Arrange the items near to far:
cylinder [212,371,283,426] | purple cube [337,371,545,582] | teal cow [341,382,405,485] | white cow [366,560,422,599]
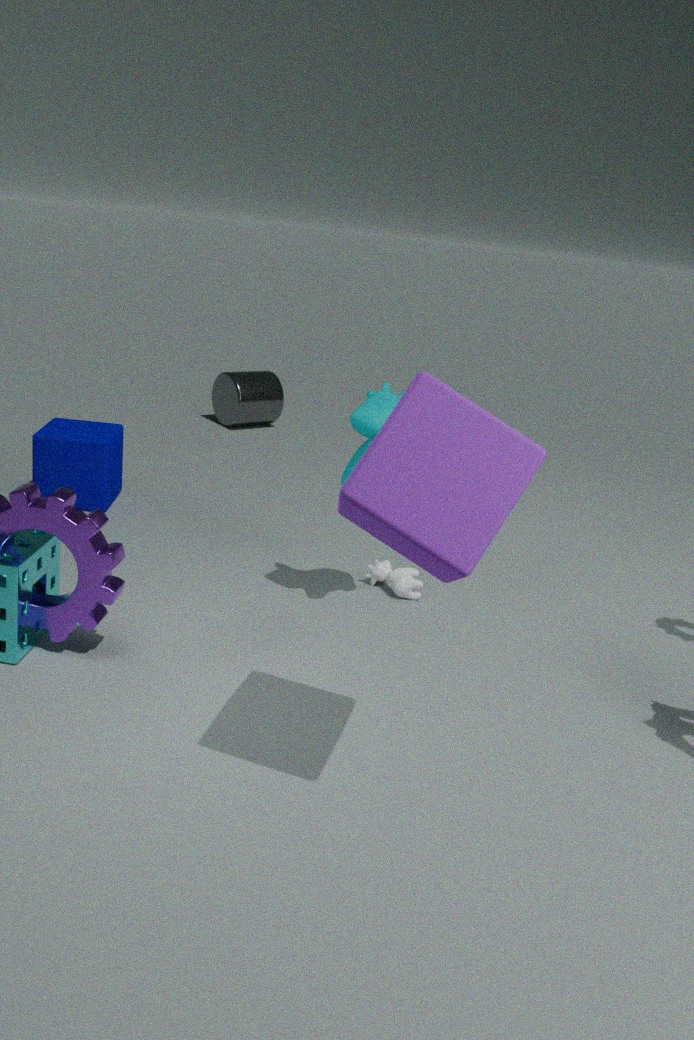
purple cube [337,371,545,582] < teal cow [341,382,405,485] < white cow [366,560,422,599] < cylinder [212,371,283,426]
